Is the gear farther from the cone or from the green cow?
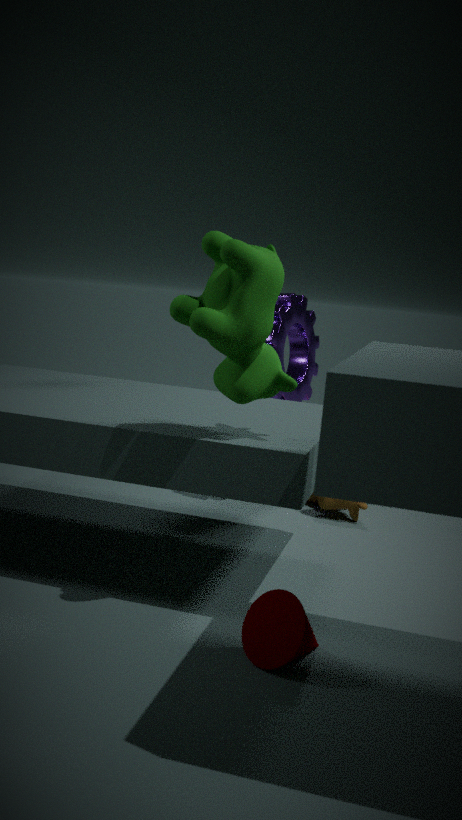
the cone
